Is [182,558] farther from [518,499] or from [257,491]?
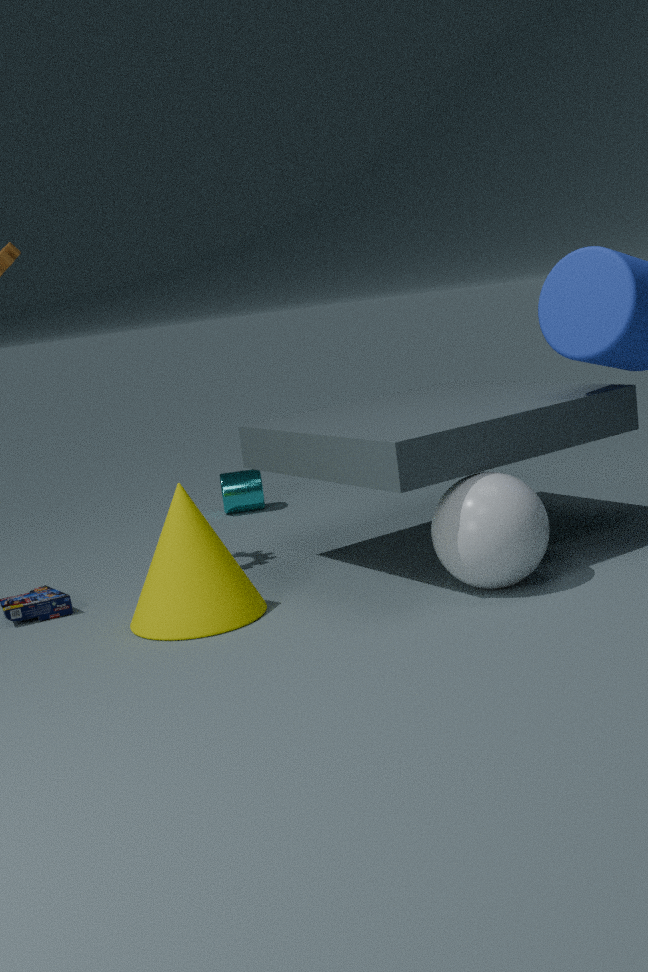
[257,491]
